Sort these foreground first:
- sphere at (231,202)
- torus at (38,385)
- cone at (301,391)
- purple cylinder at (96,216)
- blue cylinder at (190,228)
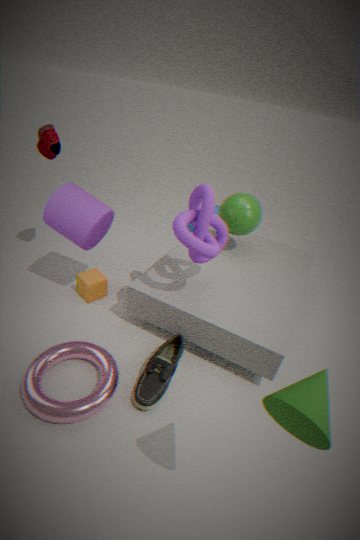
cone at (301,391), torus at (38,385), purple cylinder at (96,216), sphere at (231,202), blue cylinder at (190,228)
